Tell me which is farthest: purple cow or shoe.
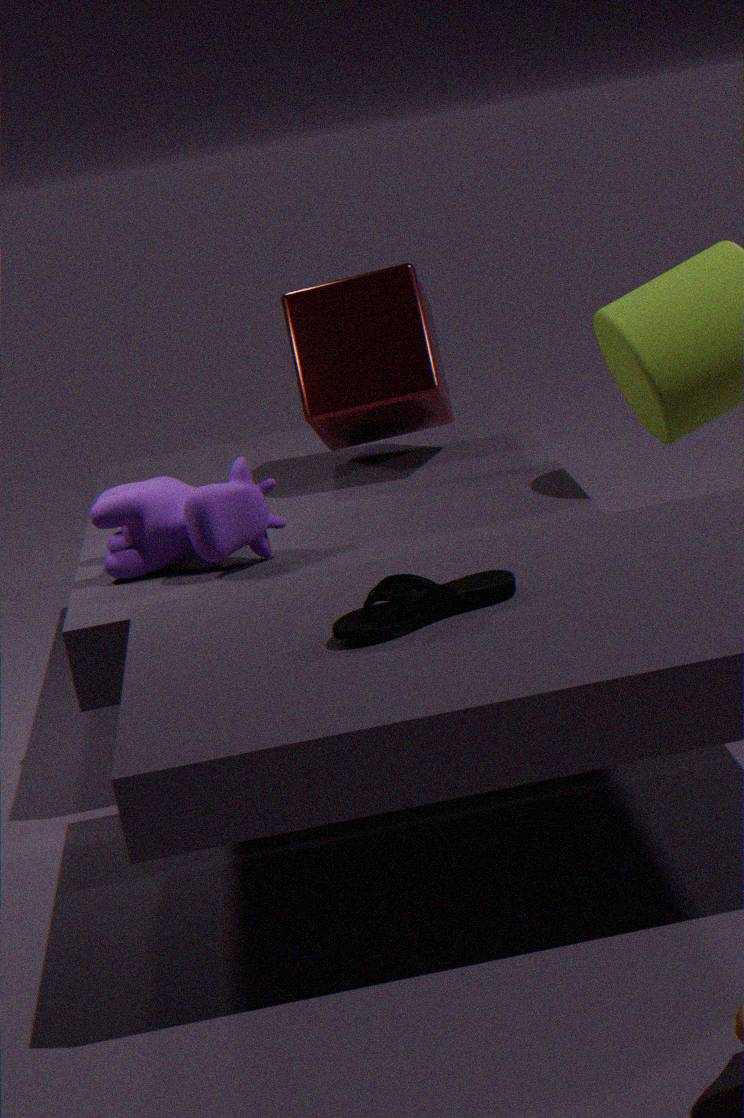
purple cow
